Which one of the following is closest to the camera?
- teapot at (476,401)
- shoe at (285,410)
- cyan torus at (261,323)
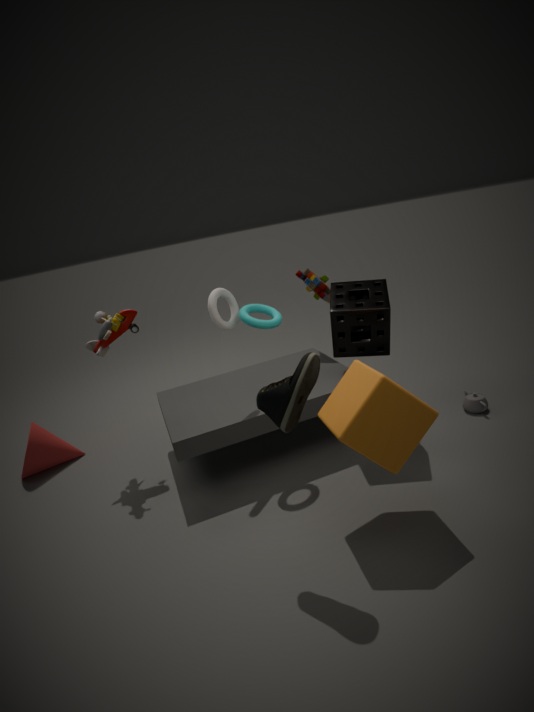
shoe at (285,410)
